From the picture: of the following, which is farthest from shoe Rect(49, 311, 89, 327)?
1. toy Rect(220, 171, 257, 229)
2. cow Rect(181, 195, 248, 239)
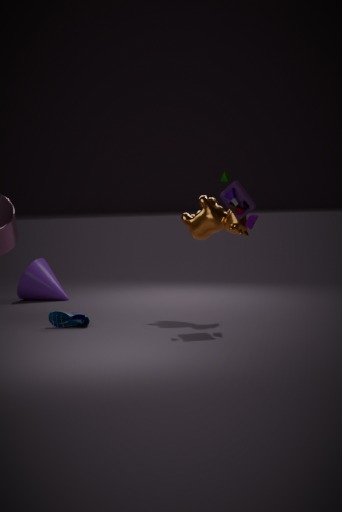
toy Rect(220, 171, 257, 229)
